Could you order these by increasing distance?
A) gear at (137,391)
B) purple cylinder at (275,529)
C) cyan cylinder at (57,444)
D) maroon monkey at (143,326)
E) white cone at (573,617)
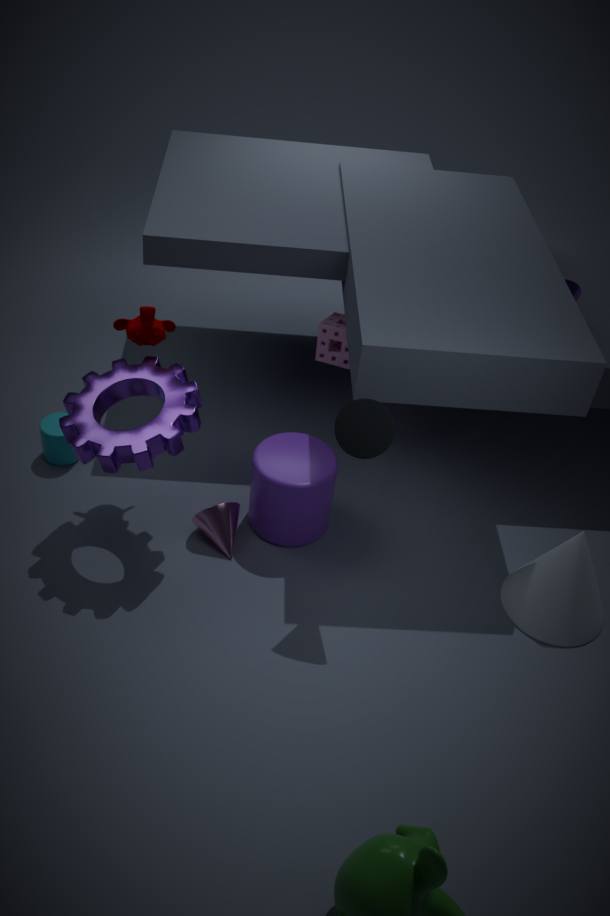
gear at (137,391) < white cone at (573,617) < maroon monkey at (143,326) < purple cylinder at (275,529) < cyan cylinder at (57,444)
